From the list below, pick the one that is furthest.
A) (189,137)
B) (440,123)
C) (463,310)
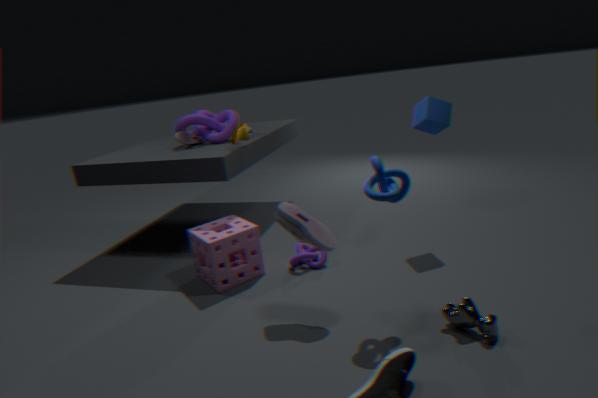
(189,137)
